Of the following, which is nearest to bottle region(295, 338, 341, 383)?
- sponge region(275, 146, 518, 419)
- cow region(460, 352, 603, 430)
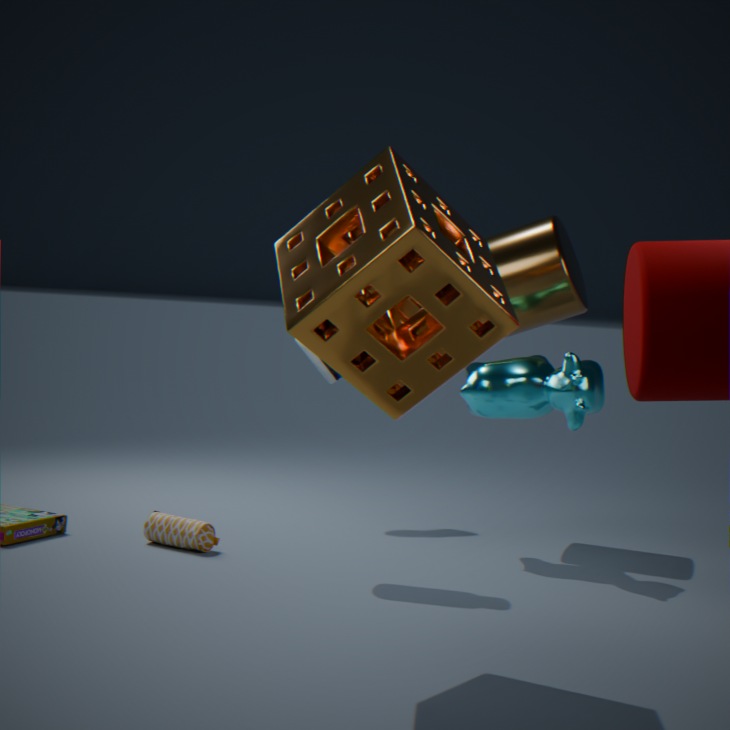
cow region(460, 352, 603, 430)
